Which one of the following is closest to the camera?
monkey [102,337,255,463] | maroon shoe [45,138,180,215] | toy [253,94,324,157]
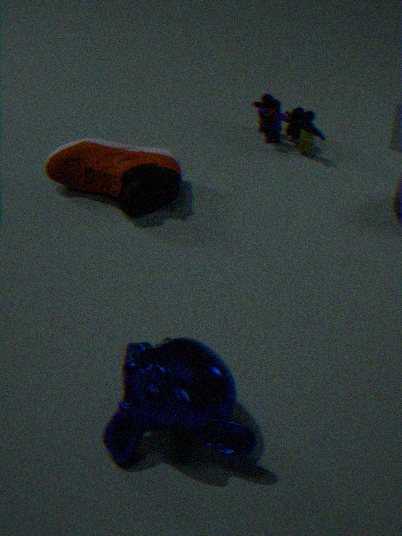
monkey [102,337,255,463]
